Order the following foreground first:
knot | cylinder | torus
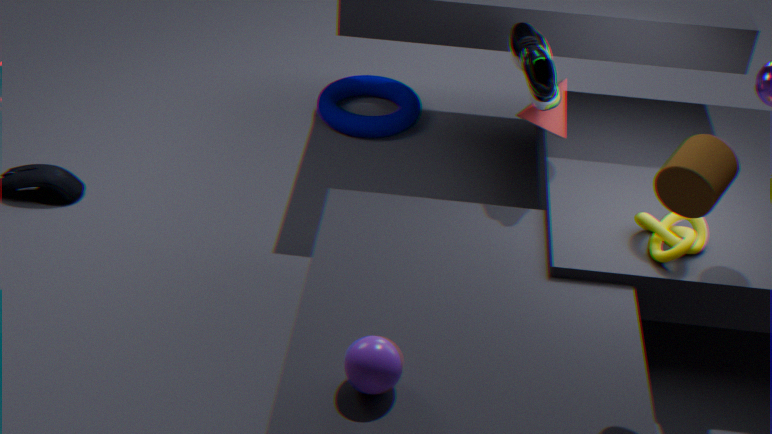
cylinder, knot, torus
